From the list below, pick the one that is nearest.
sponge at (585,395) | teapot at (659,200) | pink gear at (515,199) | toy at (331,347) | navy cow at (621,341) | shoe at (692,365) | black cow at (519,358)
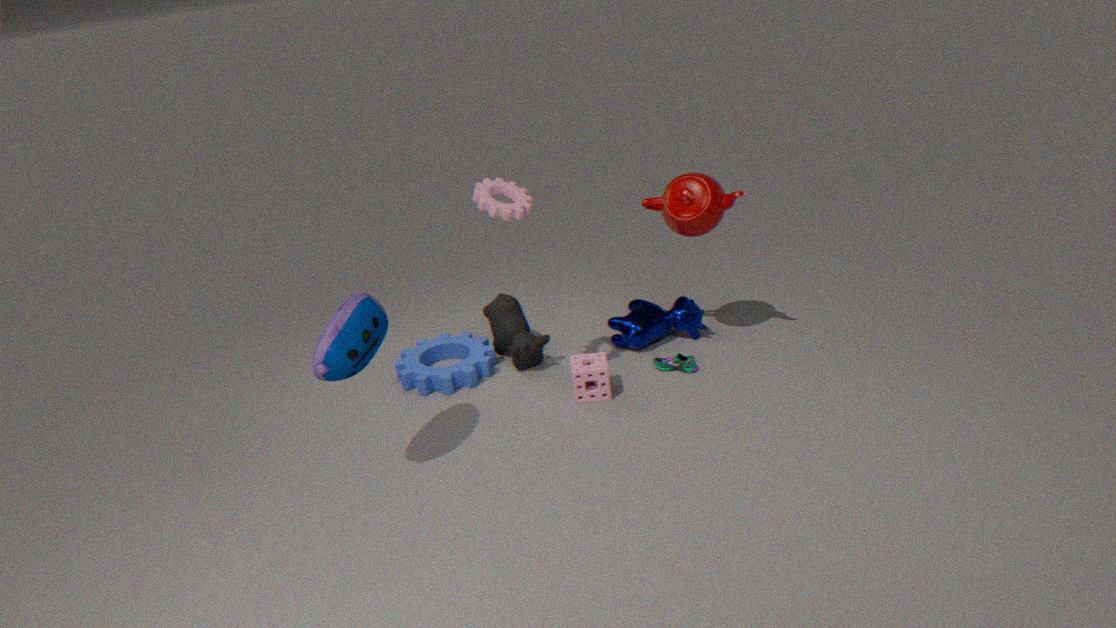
toy at (331,347)
